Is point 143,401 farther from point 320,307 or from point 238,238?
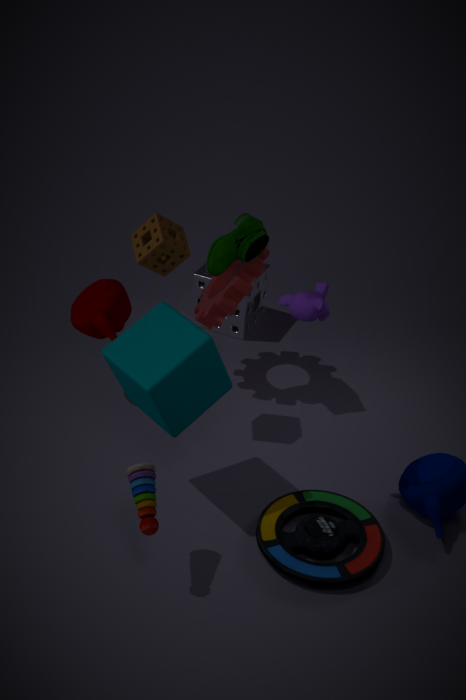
point 238,238
